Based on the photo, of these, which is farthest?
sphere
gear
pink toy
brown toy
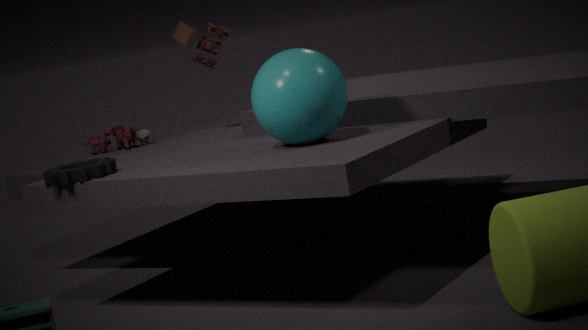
pink toy
